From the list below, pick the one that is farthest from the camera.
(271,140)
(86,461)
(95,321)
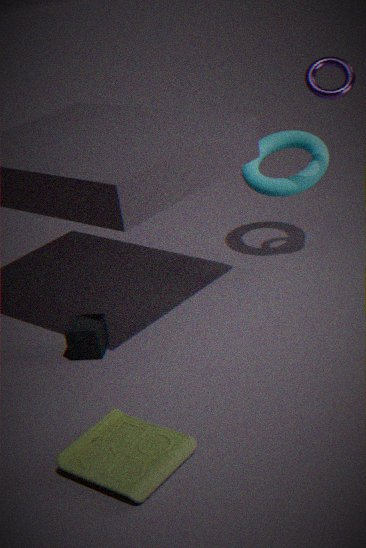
(271,140)
